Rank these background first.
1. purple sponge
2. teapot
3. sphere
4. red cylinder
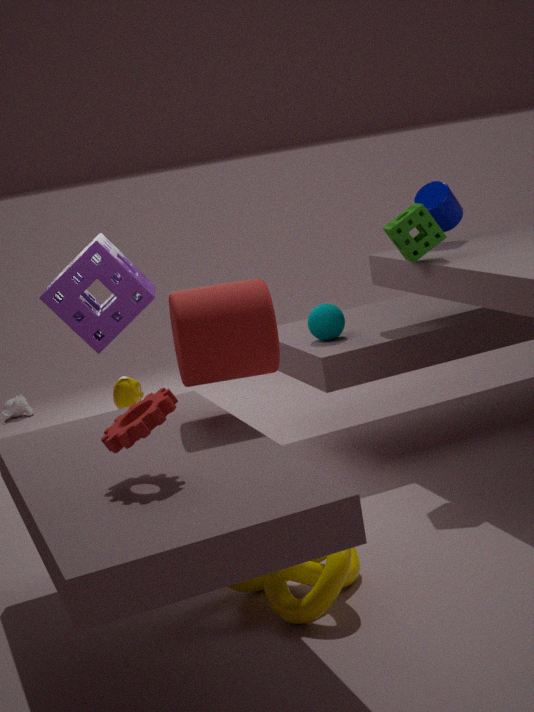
sphere, teapot, purple sponge, red cylinder
